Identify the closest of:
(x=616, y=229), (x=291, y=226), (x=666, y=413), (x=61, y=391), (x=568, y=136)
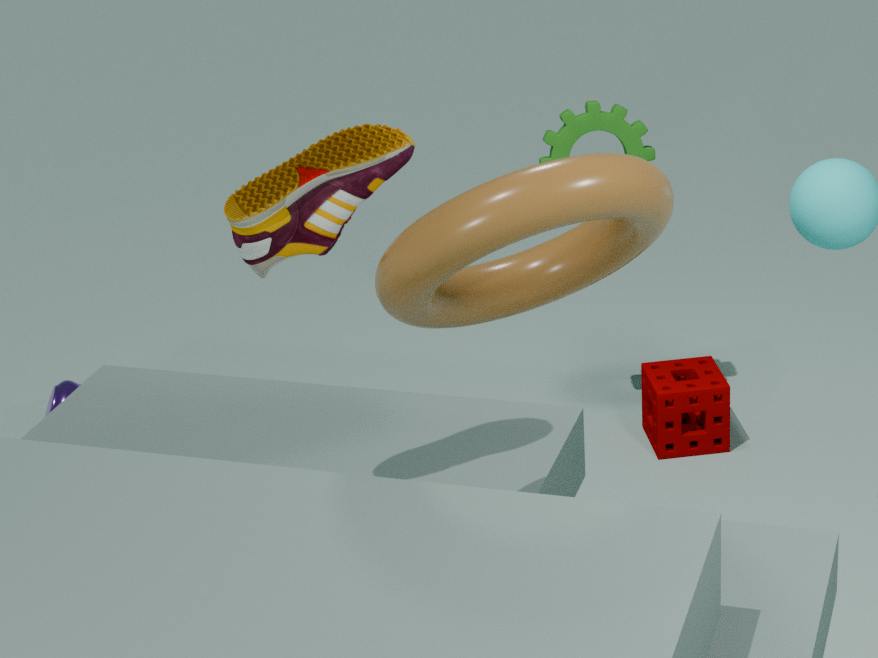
(x=616, y=229)
